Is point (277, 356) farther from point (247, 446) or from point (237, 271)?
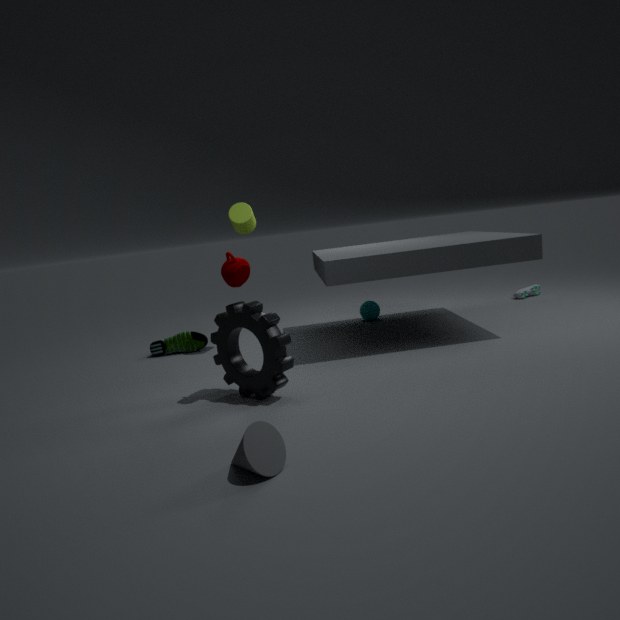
point (247, 446)
